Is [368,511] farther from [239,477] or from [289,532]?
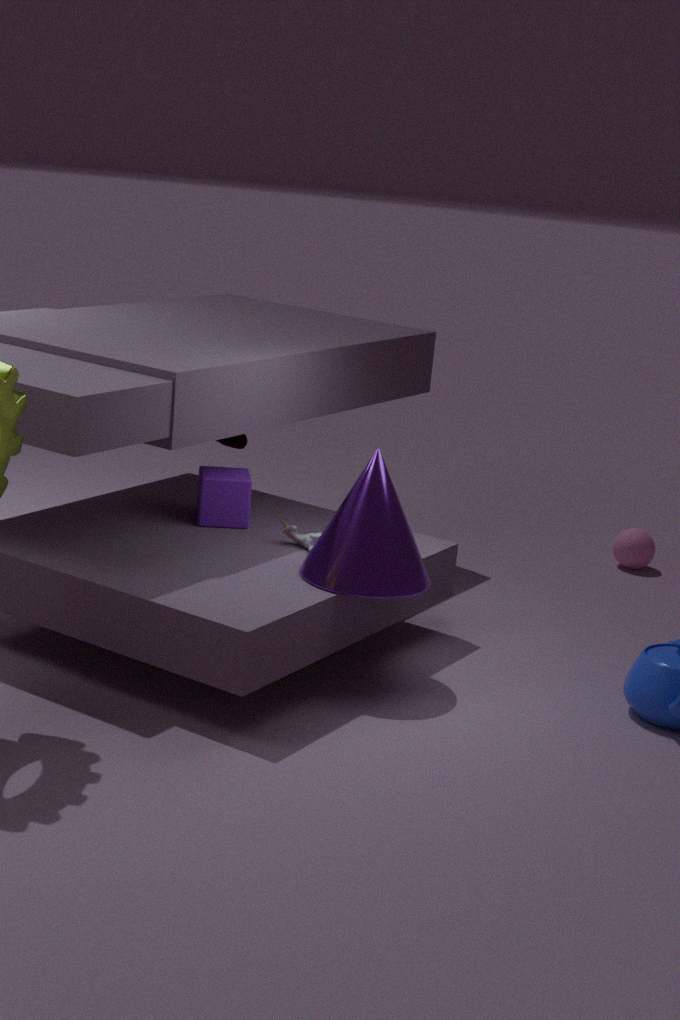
[239,477]
